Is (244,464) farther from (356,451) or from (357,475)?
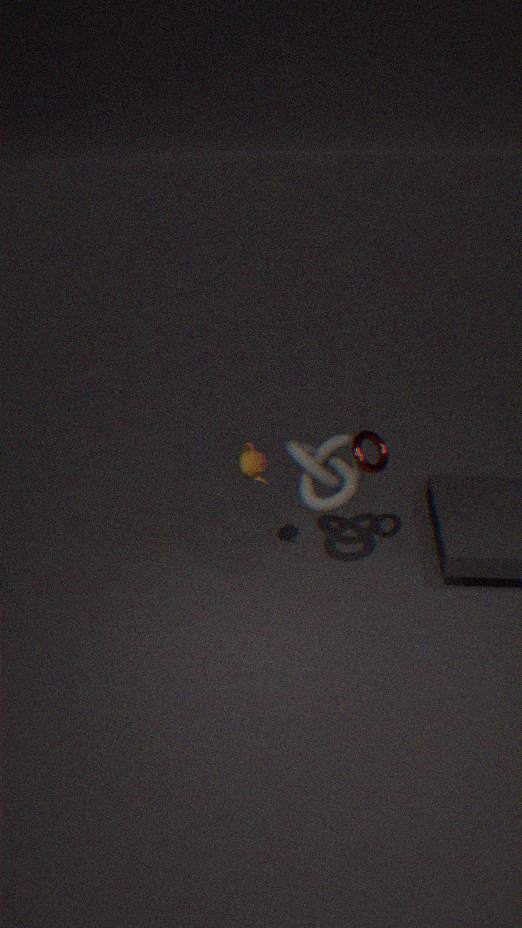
(356,451)
